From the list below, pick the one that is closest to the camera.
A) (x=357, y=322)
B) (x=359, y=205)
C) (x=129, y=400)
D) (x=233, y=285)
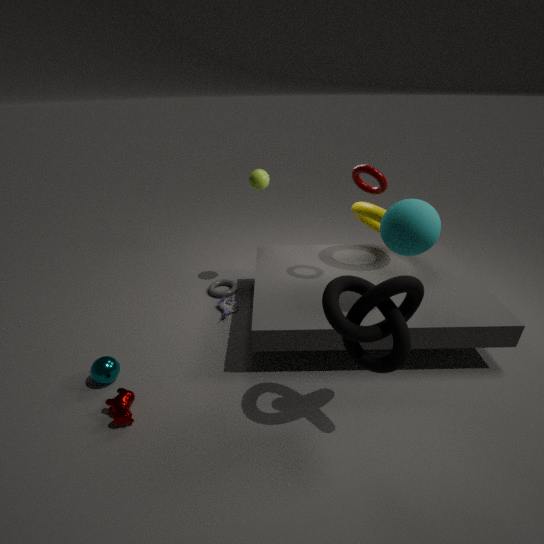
(x=357, y=322)
